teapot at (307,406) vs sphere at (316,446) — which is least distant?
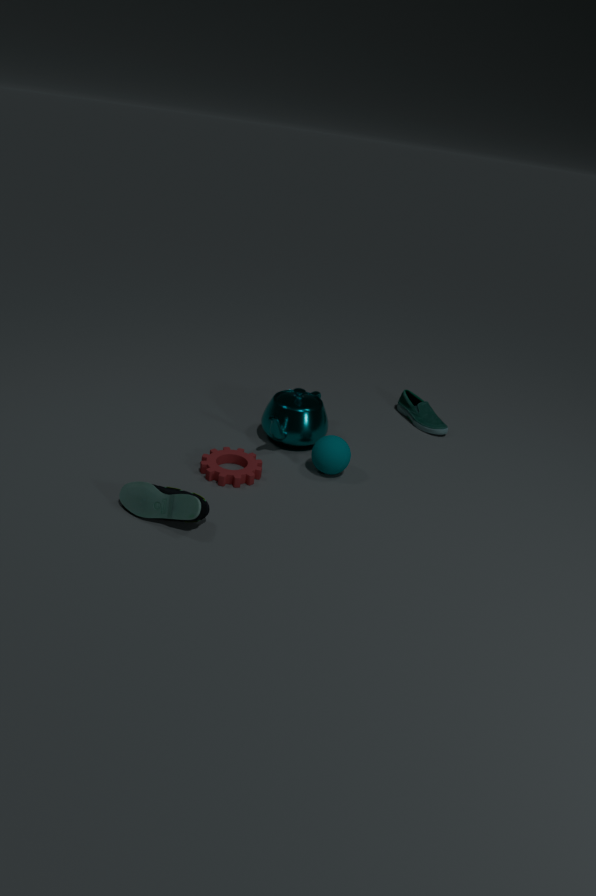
sphere at (316,446)
